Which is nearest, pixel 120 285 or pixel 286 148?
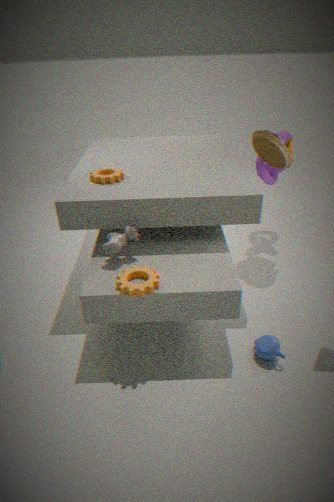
pixel 120 285
